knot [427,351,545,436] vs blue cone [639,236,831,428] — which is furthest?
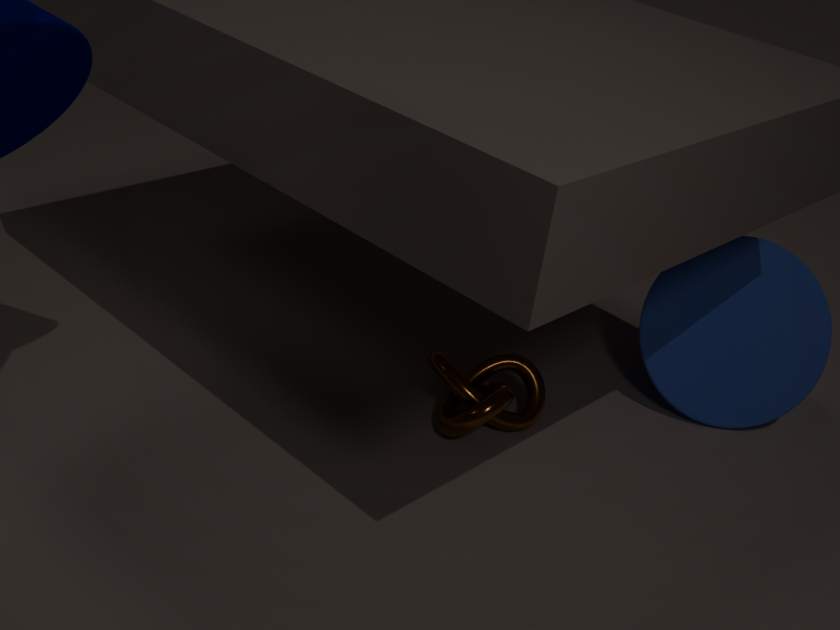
blue cone [639,236,831,428]
